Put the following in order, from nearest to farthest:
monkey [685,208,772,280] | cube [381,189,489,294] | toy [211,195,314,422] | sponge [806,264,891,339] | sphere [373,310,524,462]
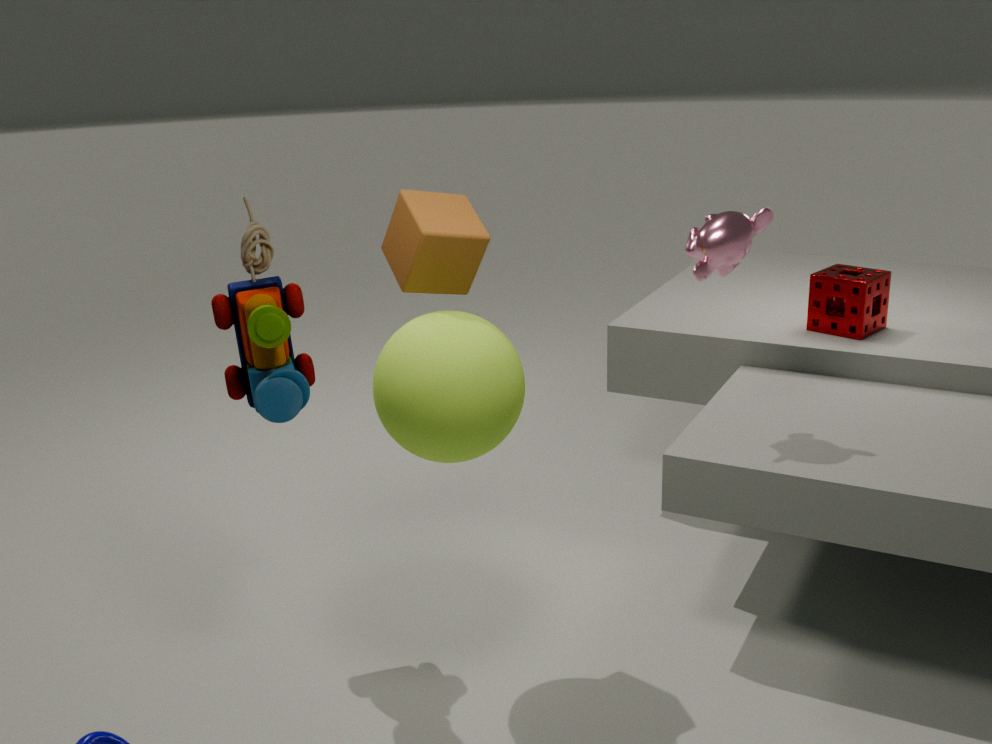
sphere [373,310,524,462] → toy [211,195,314,422] → cube [381,189,489,294] → monkey [685,208,772,280] → sponge [806,264,891,339]
